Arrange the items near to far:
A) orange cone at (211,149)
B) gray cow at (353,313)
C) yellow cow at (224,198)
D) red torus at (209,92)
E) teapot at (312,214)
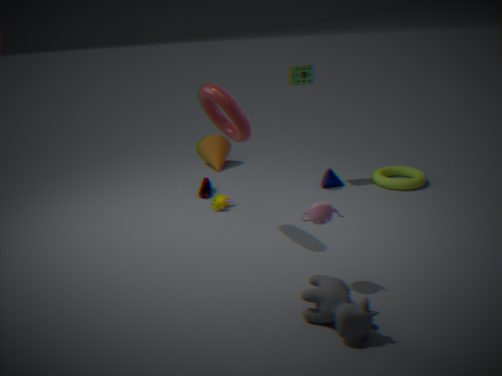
gray cow at (353,313) < teapot at (312,214) < red torus at (209,92) < yellow cow at (224,198) < orange cone at (211,149)
